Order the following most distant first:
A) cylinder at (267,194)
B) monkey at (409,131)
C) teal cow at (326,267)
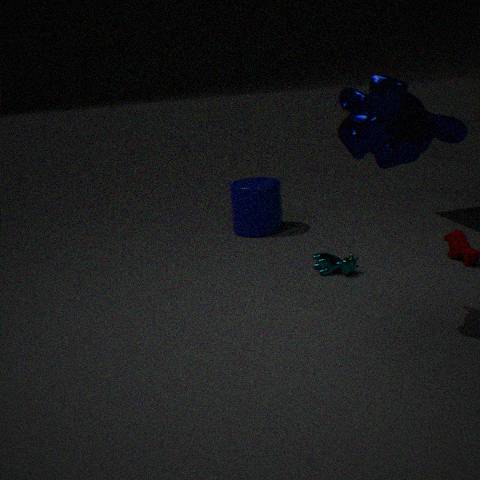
cylinder at (267,194) → teal cow at (326,267) → monkey at (409,131)
